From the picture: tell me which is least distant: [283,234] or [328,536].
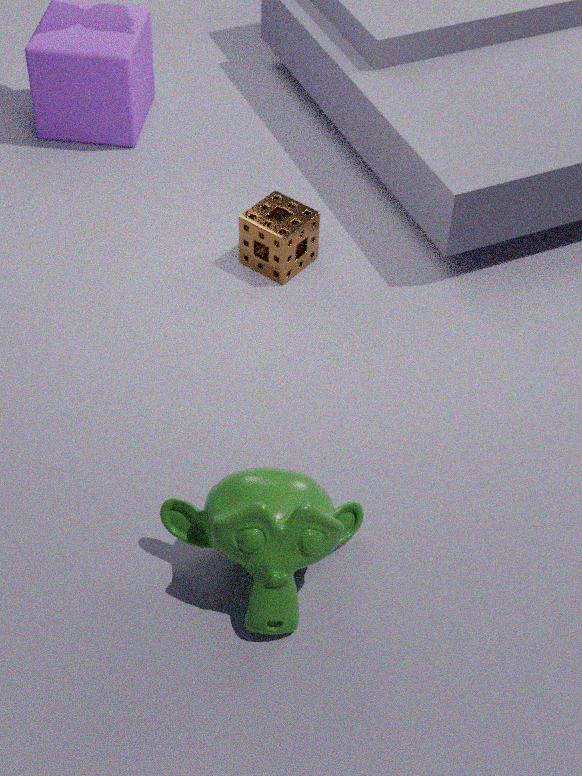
[328,536]
